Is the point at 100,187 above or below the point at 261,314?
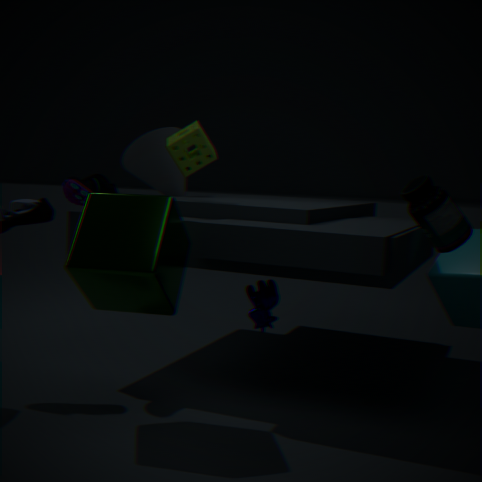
above
